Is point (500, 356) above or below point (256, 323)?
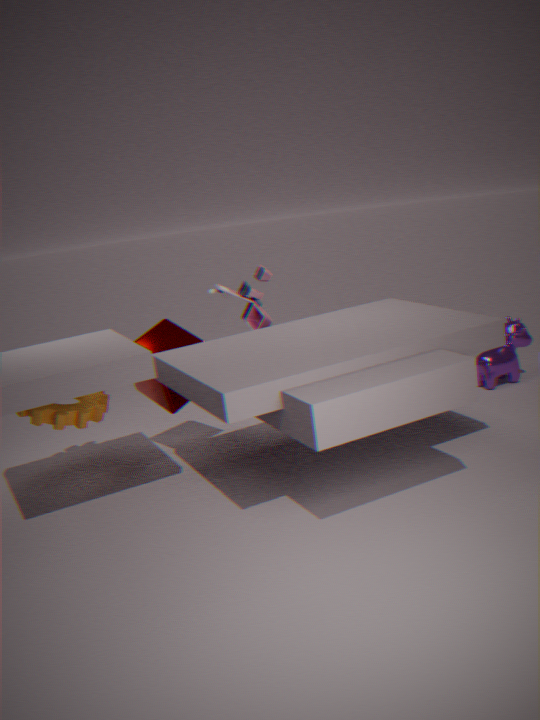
below
